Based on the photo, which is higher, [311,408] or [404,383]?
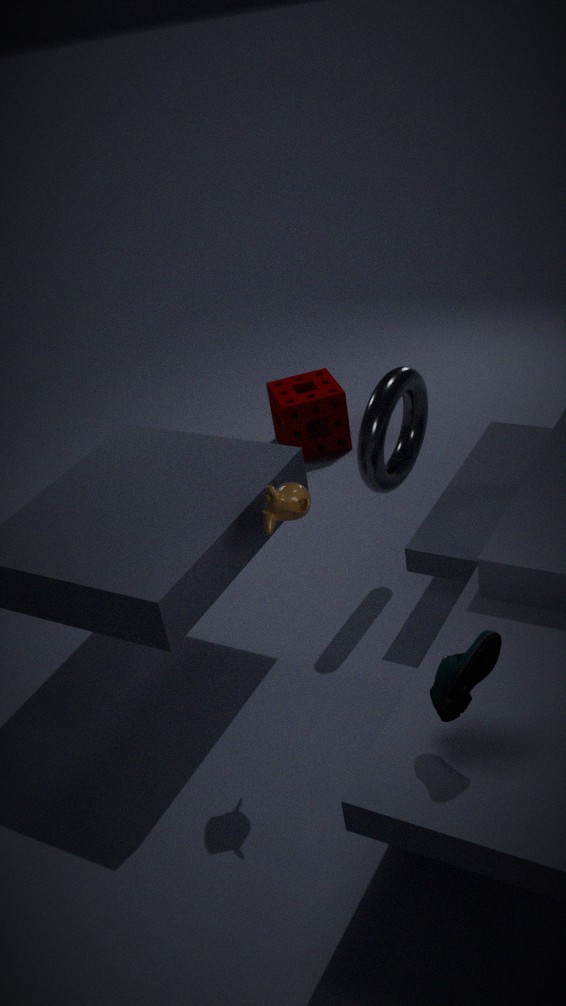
[404,383]
